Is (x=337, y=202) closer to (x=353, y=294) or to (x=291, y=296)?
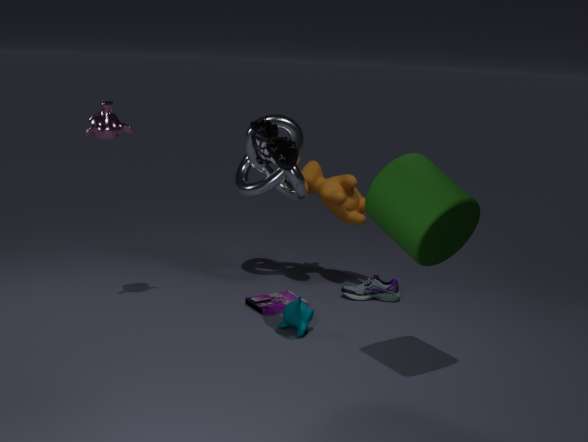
(x=353, y=294)
